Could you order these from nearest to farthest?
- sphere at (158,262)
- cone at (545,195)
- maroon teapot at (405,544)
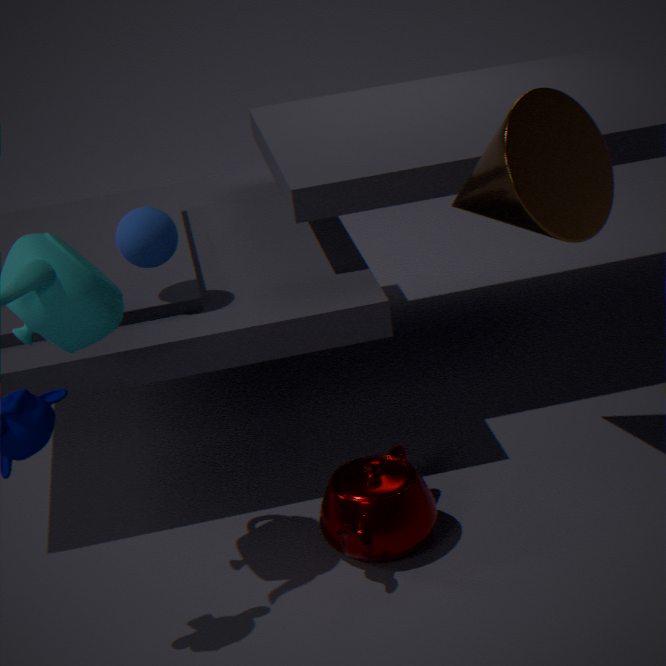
1. cone at (545,195)
2. maroon teapot at (405,544)
3. sphere at (158,262)
